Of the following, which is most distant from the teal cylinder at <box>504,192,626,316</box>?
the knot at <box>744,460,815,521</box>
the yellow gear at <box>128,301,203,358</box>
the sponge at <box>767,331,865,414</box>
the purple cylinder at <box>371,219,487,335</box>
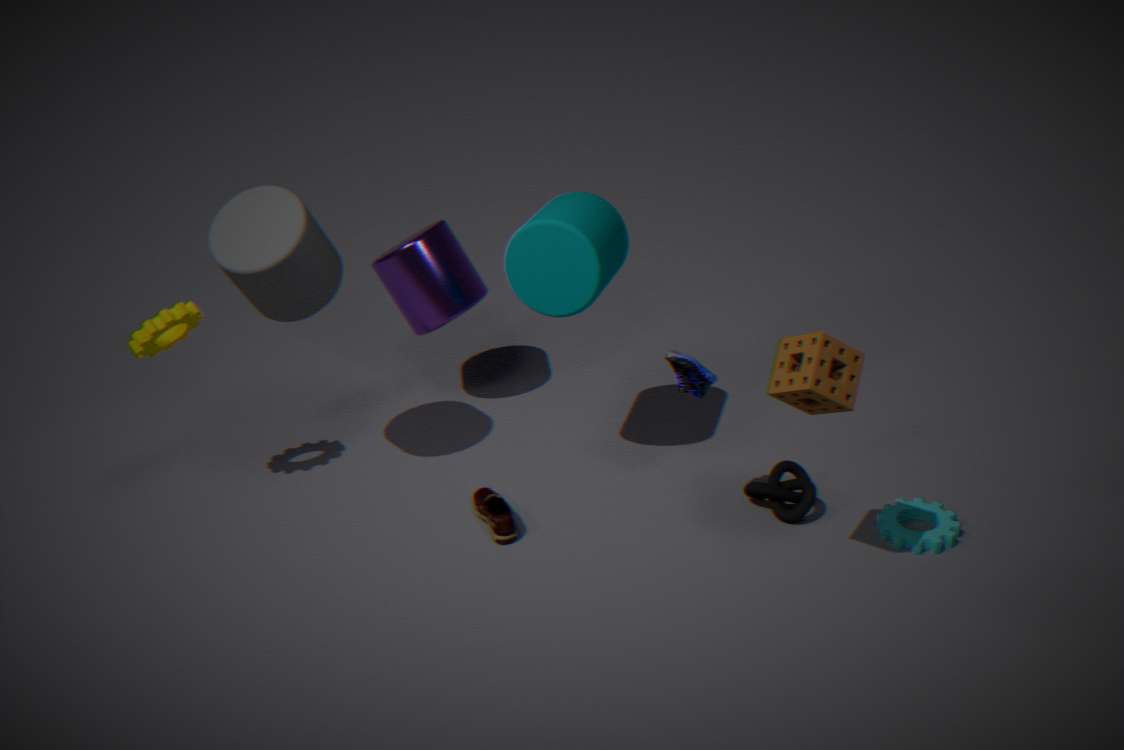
the yellow gear at <box>128,301,203,358</box>
